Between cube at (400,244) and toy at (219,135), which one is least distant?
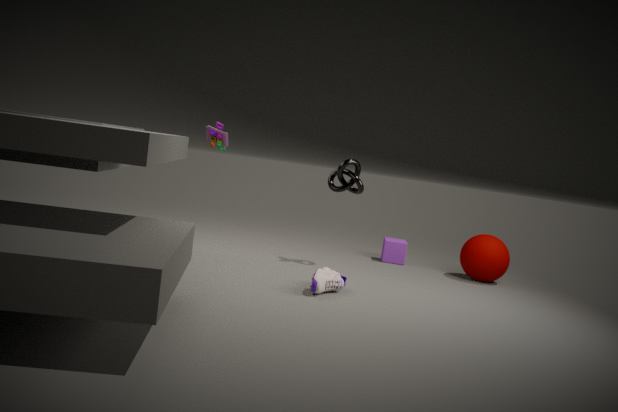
toy at (219,135)
